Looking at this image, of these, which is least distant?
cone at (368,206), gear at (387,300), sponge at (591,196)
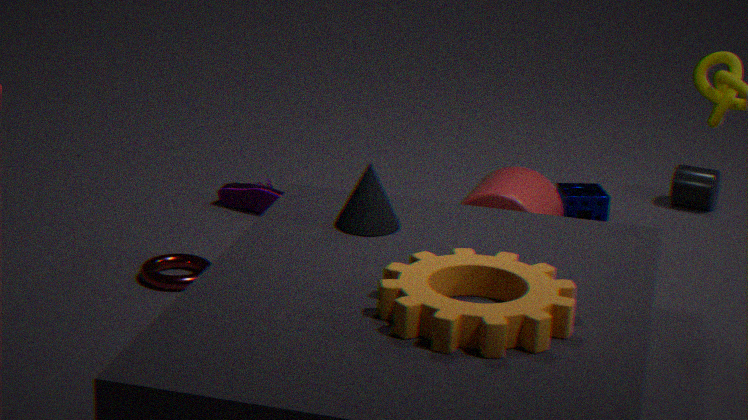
gear at (387,300)
